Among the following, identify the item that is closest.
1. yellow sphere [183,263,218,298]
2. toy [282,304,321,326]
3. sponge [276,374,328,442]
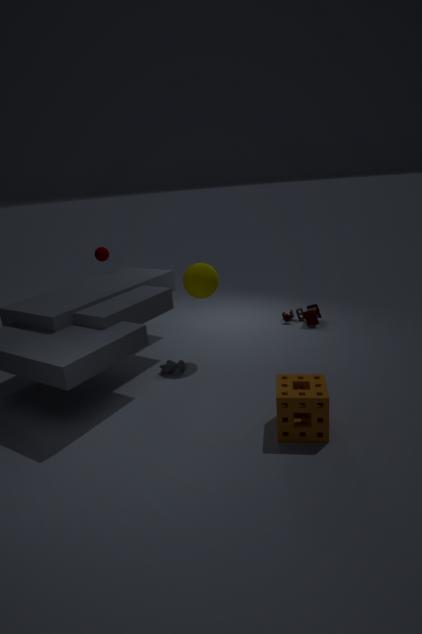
sponge [276,374,328,442]
